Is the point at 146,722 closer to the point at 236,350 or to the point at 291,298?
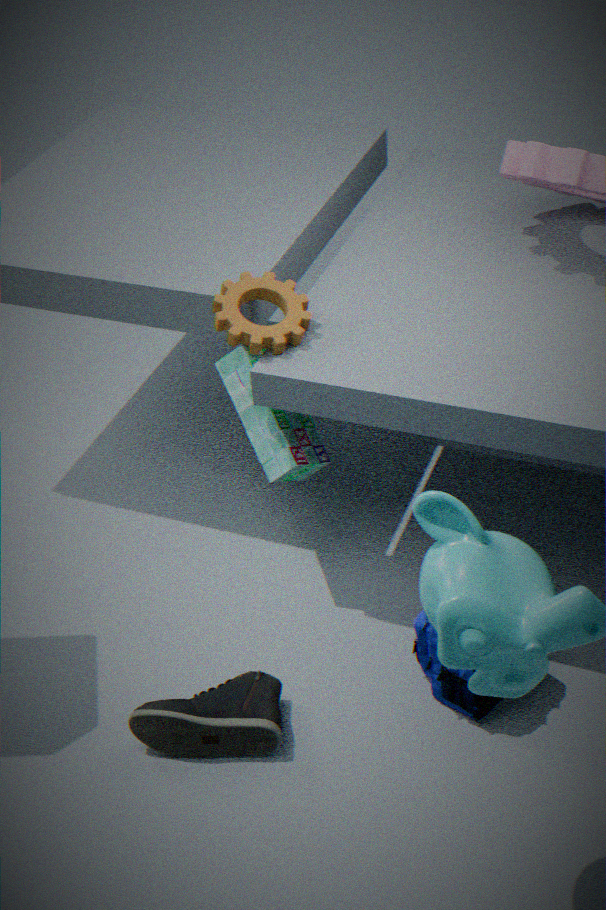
the point at 236,350
